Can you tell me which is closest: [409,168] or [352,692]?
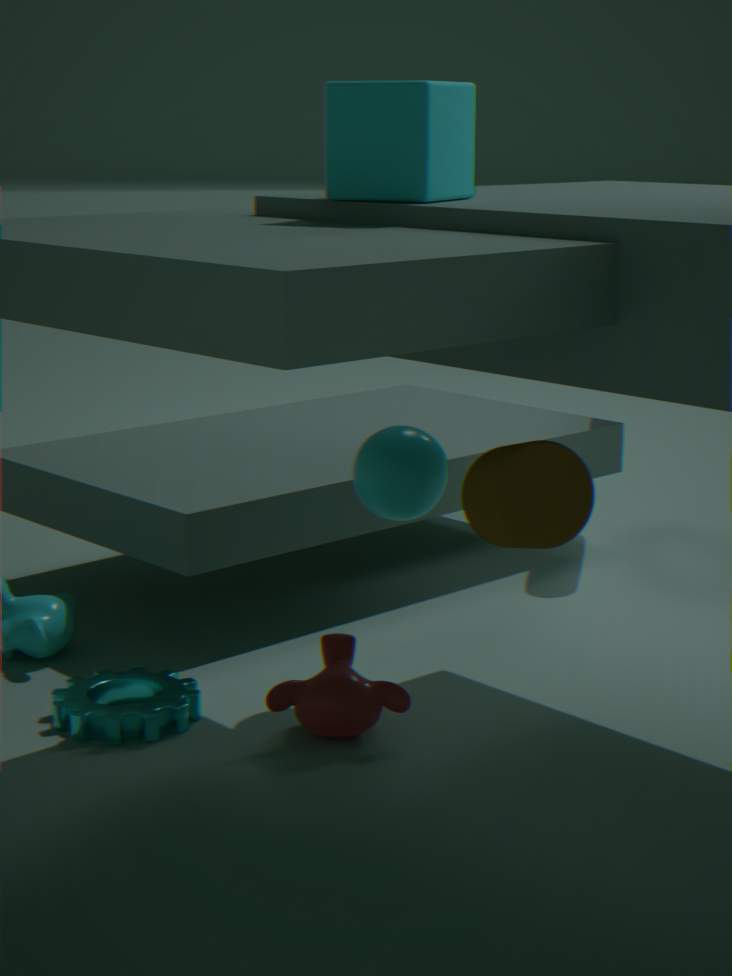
[409,168]
